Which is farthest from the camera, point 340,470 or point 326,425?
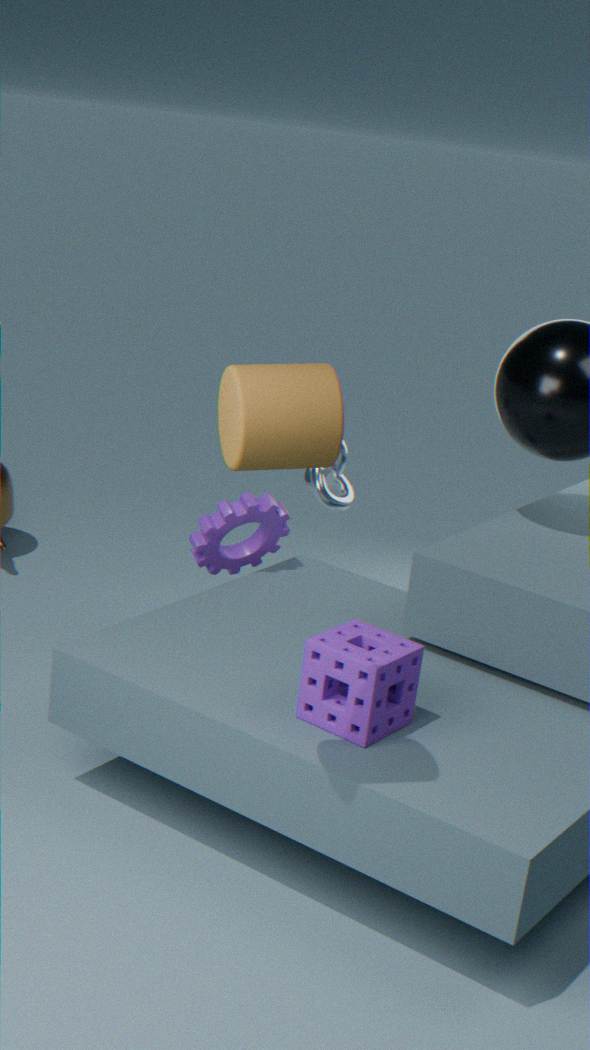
point 340,470
